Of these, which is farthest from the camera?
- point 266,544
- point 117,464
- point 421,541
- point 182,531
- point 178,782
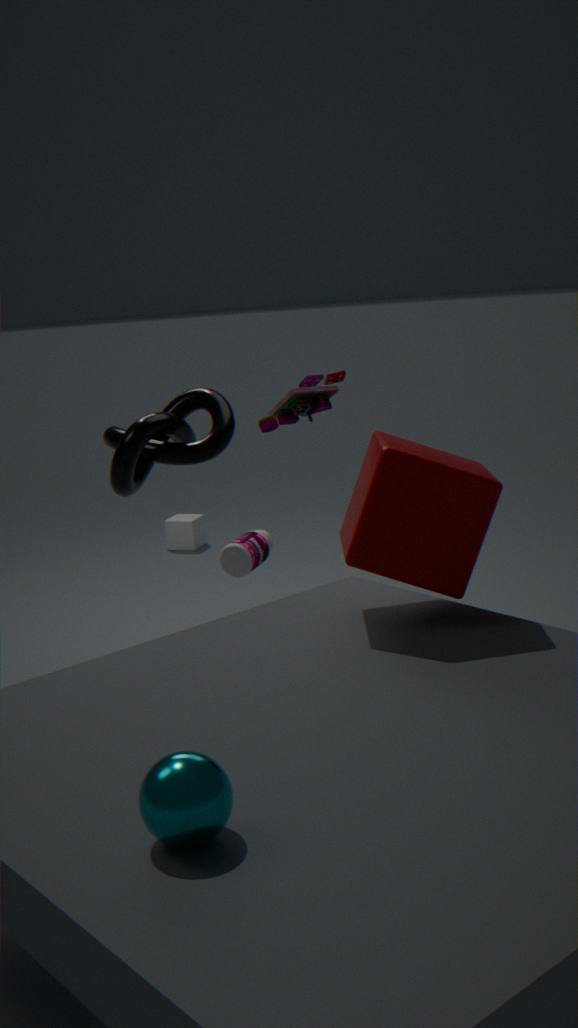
point 182,531
